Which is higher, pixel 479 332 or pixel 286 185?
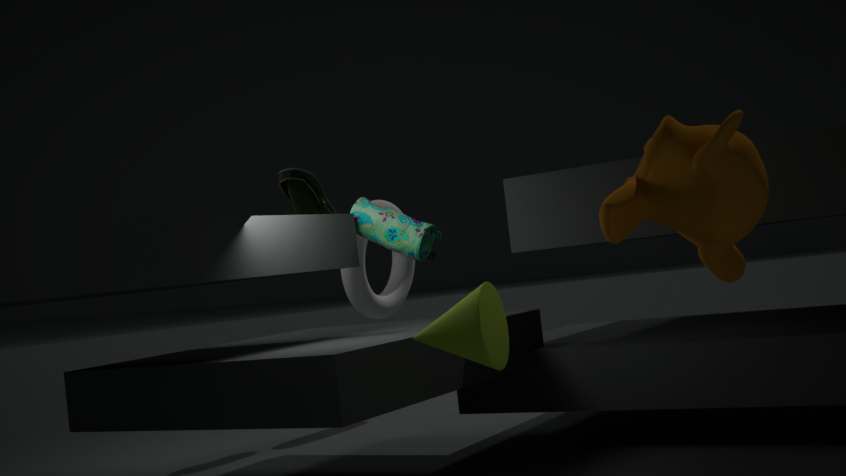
pixel 286 185
